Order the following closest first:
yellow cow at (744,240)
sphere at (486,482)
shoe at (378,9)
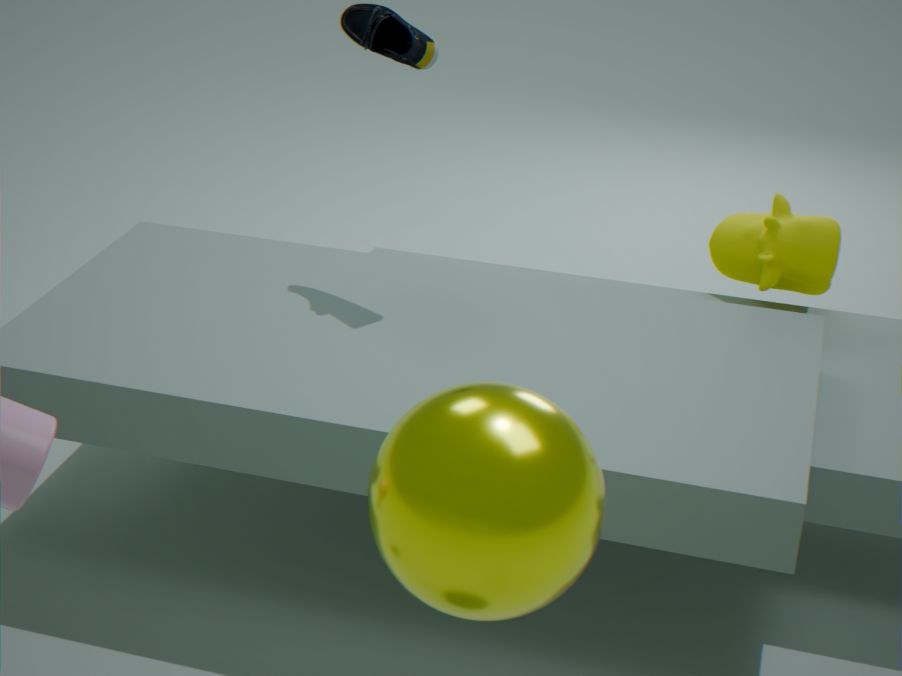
sphere at (486,482) < shoe at (378,9) < yellow cow at (744,240)
